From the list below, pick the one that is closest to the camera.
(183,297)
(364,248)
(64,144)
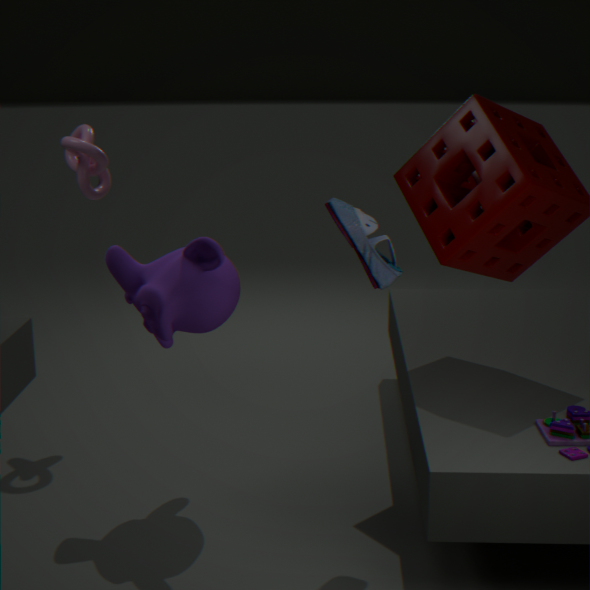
(364,248)
